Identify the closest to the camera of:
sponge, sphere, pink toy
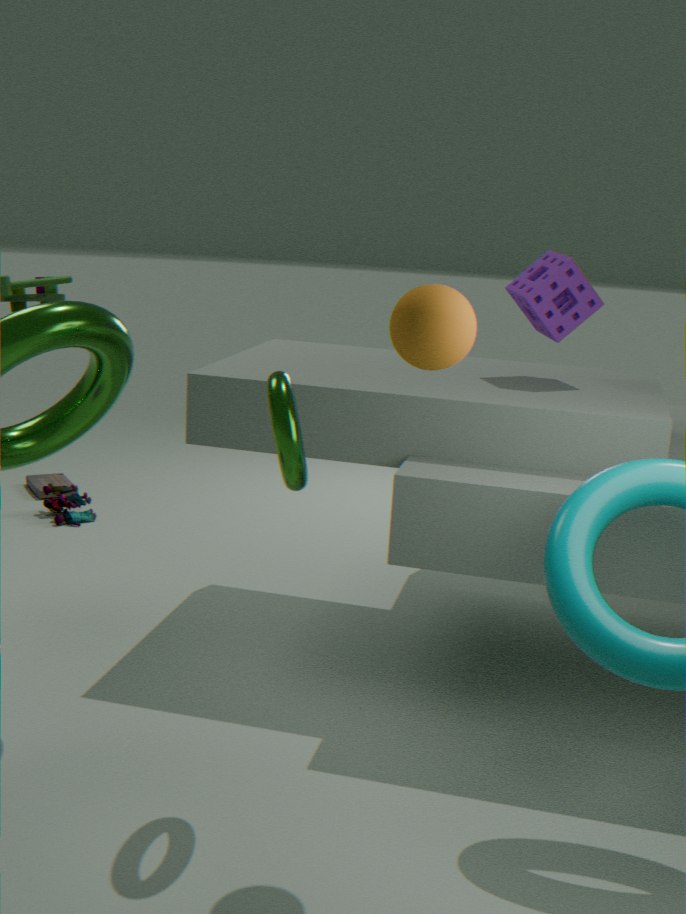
sphere
